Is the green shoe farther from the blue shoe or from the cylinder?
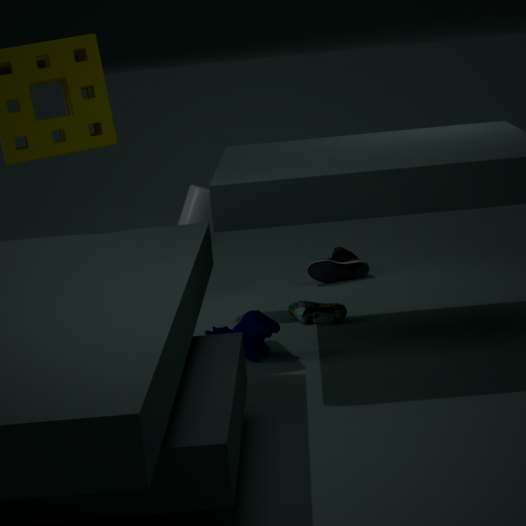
the blue shoe
